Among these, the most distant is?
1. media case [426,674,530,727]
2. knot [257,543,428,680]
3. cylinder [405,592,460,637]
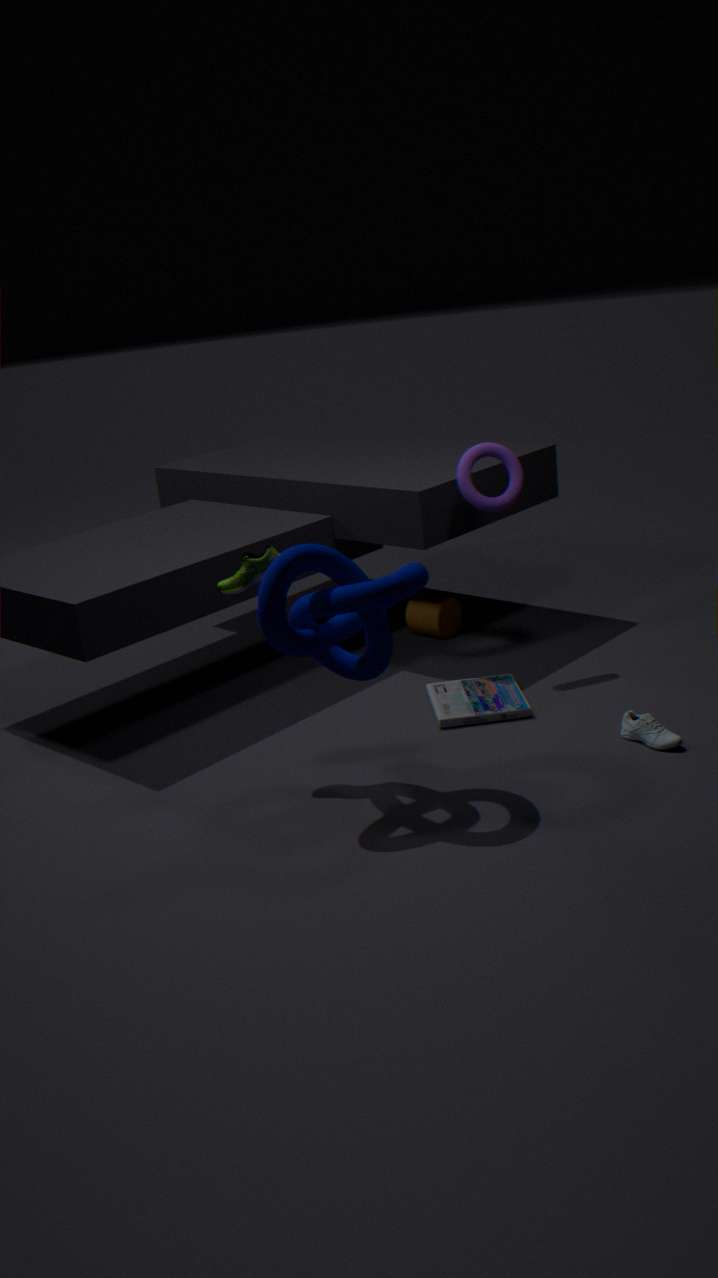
cylinder [405,592,460,637]
